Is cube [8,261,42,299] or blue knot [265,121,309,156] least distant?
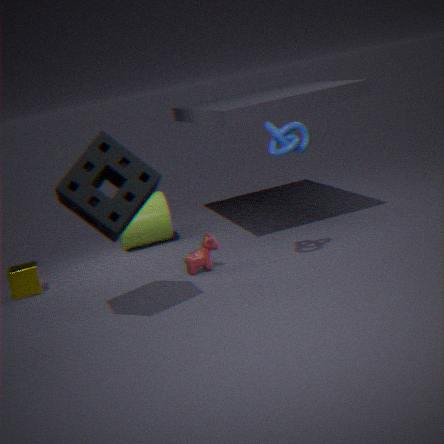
blue knot [265,121,309,156]
